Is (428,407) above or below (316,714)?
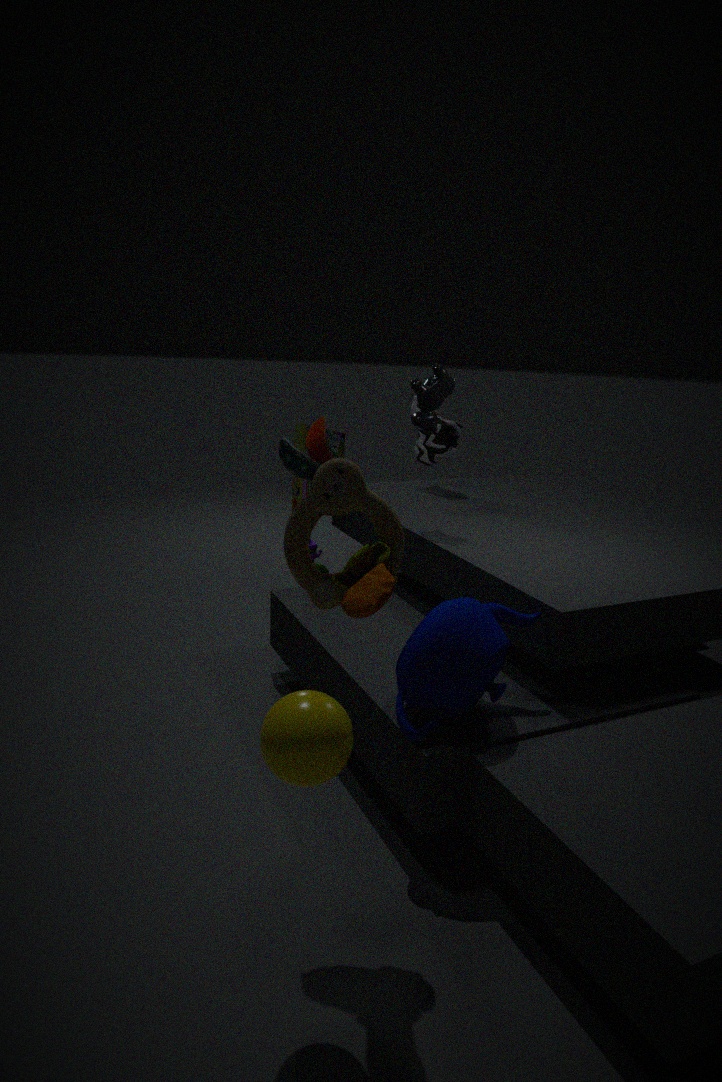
above
